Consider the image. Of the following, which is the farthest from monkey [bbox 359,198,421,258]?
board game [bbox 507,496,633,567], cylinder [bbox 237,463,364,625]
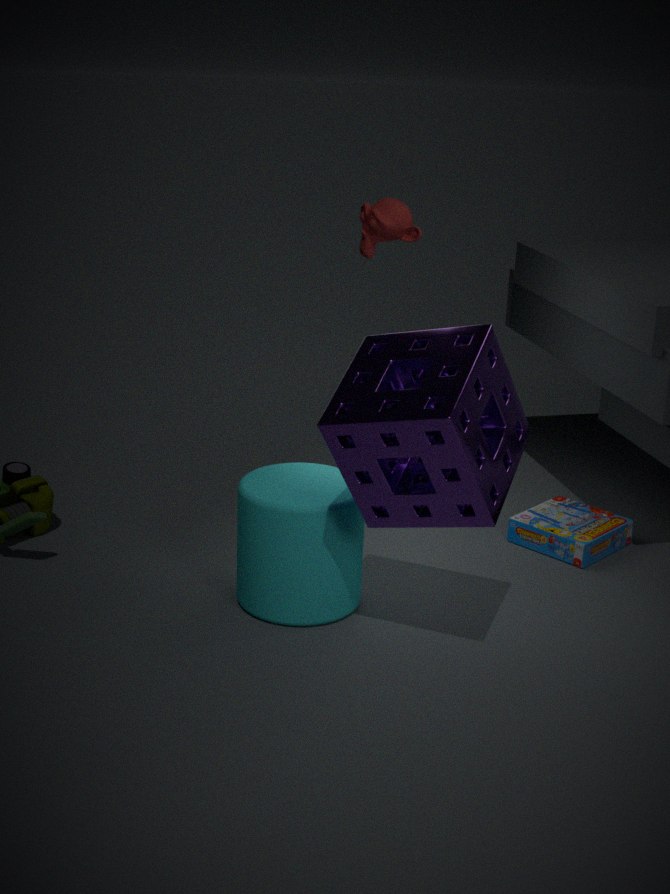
board game [bbox 507,496,633,567]
